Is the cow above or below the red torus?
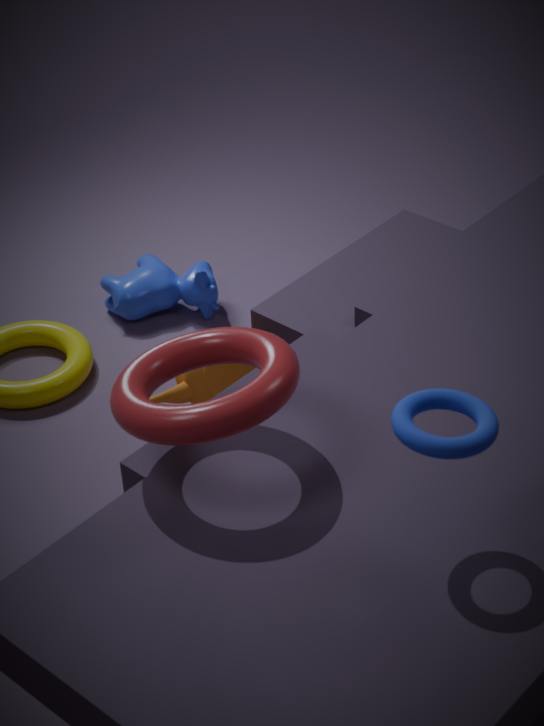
below
